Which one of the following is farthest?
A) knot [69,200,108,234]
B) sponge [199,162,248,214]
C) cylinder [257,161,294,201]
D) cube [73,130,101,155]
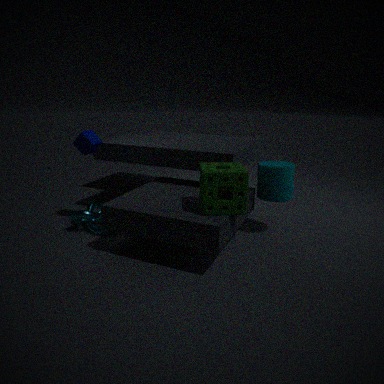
knot [69,200,108,234]
